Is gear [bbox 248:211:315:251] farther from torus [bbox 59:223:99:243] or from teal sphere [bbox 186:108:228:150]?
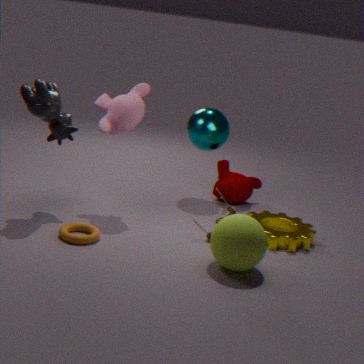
torus [bbox 59:223:99:243]
